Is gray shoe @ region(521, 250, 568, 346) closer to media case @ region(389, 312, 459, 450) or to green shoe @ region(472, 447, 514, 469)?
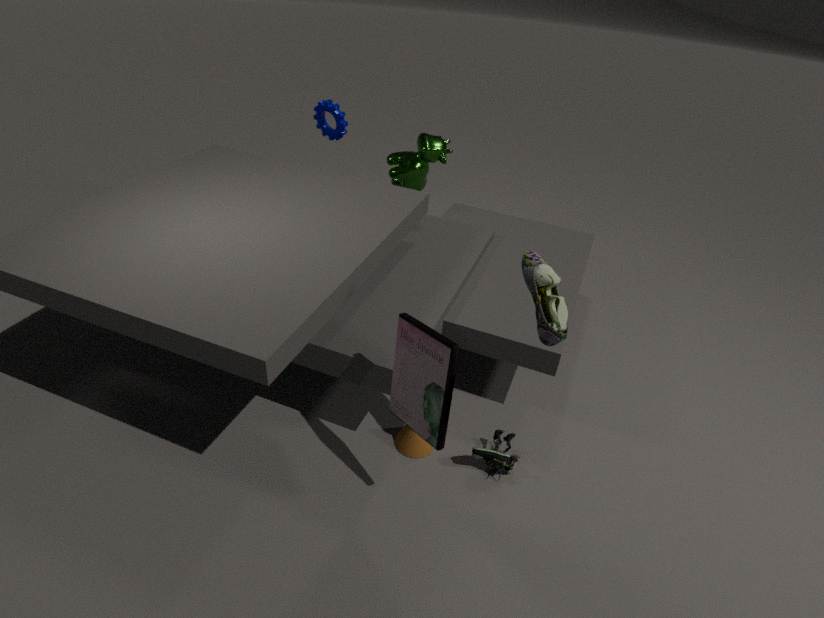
media case @ region(389, 312, 459, 450)
